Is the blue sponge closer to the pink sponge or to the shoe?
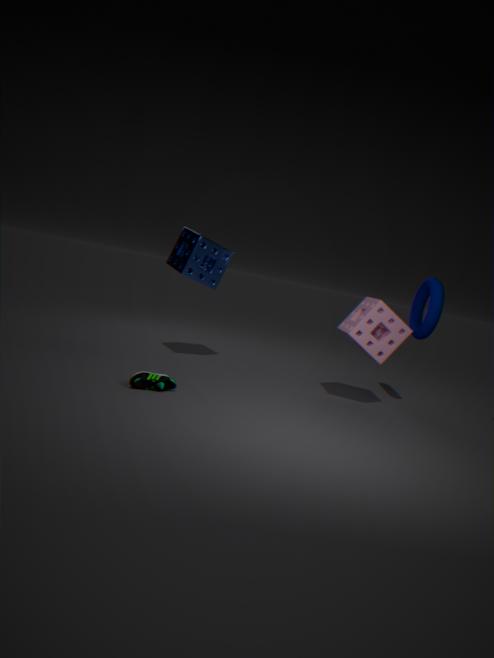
the shoe
